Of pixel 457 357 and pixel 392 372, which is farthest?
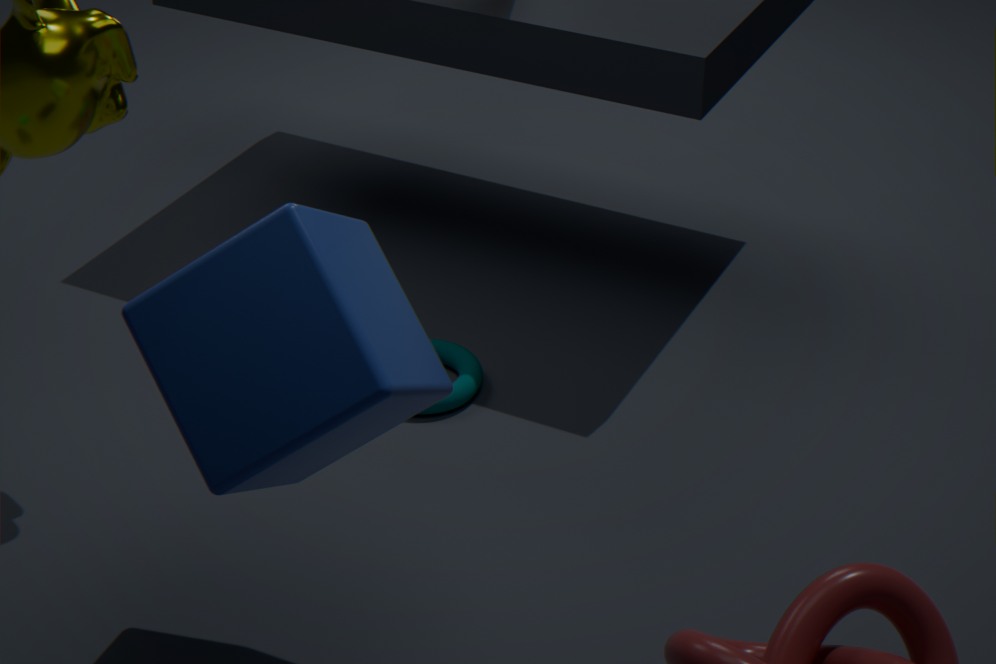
pixel 457 357
